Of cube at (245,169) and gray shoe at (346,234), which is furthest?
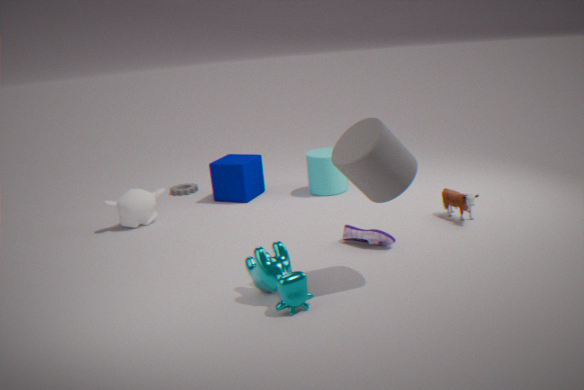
cube at (245,169)
